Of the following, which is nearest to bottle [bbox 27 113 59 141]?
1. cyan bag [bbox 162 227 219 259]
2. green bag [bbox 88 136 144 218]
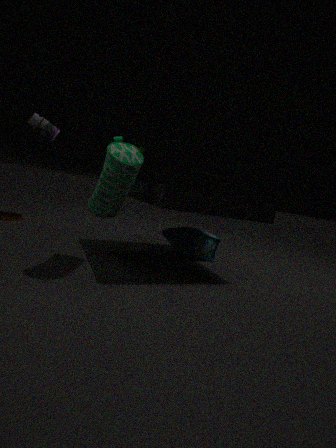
green bag [bbox 88 136 144 218]
